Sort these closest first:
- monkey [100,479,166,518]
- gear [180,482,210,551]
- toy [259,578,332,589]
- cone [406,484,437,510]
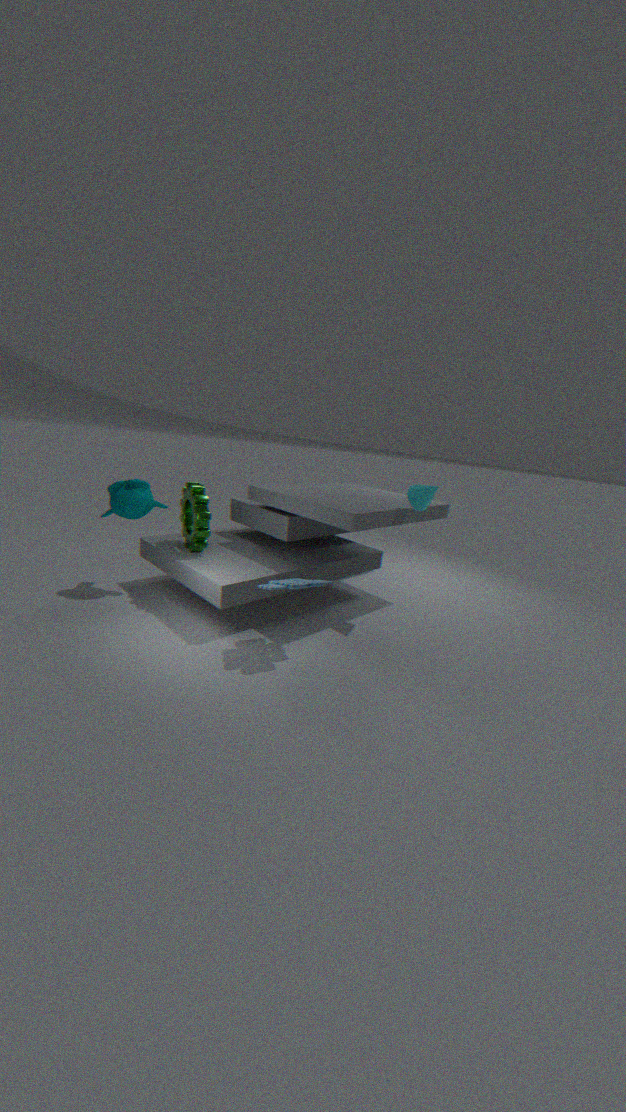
toy [259,578,332,589] → cone [406,484,437,510] → gear [180,482,210,551] → monkey [100,479,166,518]
